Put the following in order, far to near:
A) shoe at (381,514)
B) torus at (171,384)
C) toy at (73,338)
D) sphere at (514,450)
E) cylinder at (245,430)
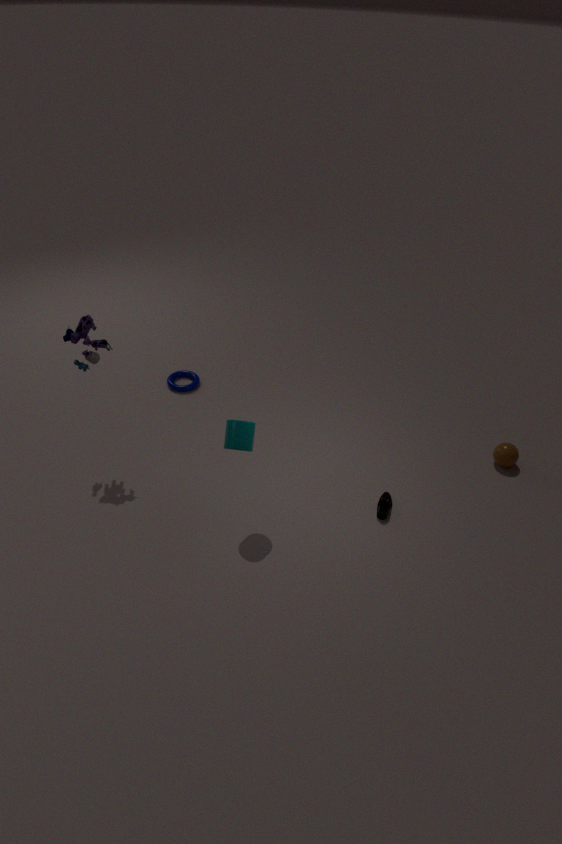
torus at (171,384), sphere at (514,450), shoe at (381,514), toy at (73,338), cylinder at (245,430)
